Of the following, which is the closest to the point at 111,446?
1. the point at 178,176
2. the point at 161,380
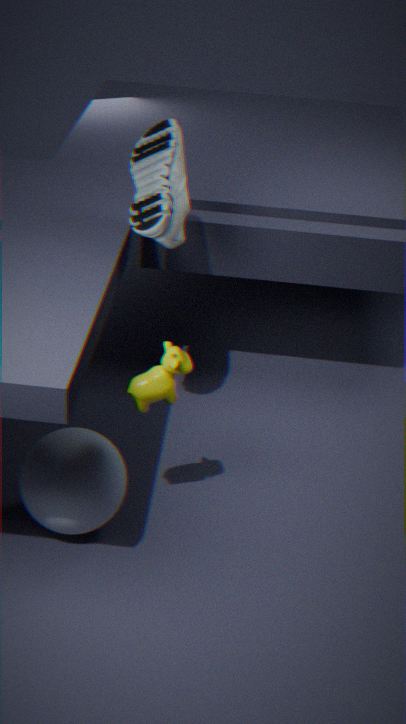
the point at 161,380
